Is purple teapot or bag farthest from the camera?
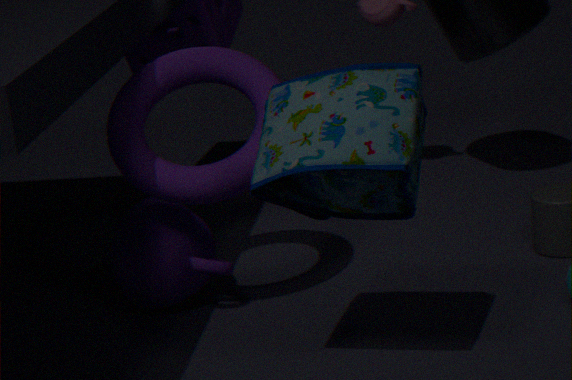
purple teapot
